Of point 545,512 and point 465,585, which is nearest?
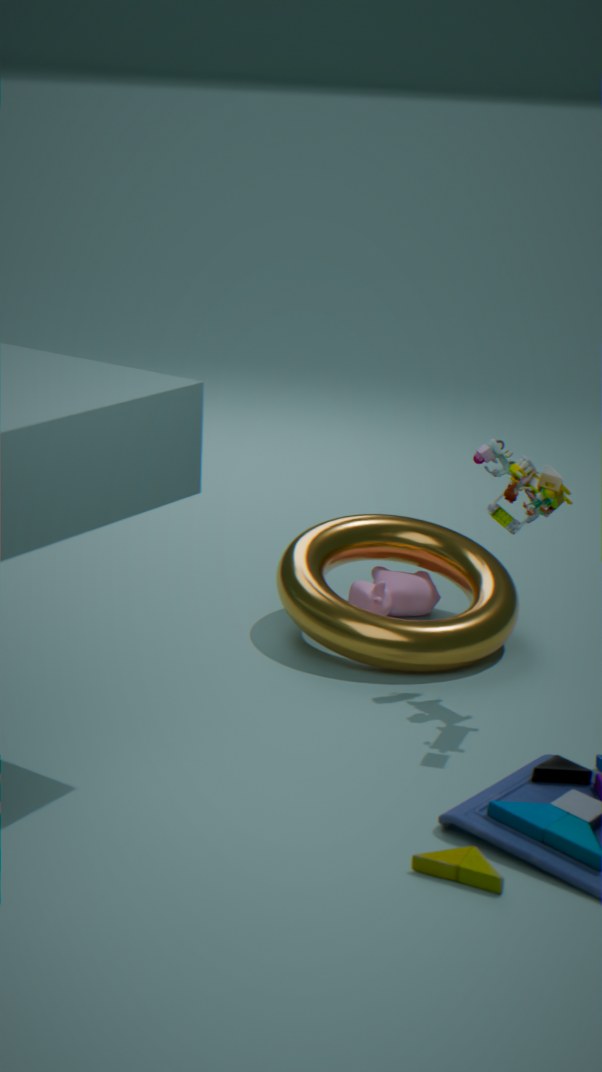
point 545,512
